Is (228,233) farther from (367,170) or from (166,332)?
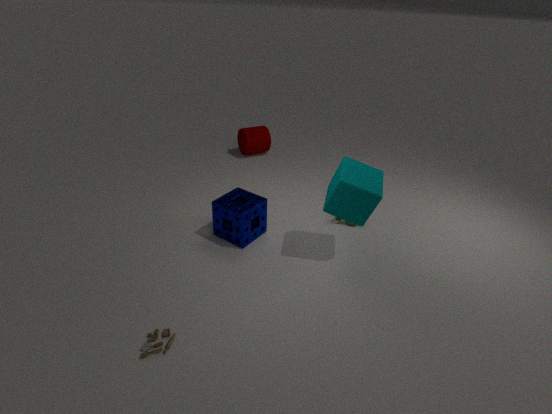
(166,332)
